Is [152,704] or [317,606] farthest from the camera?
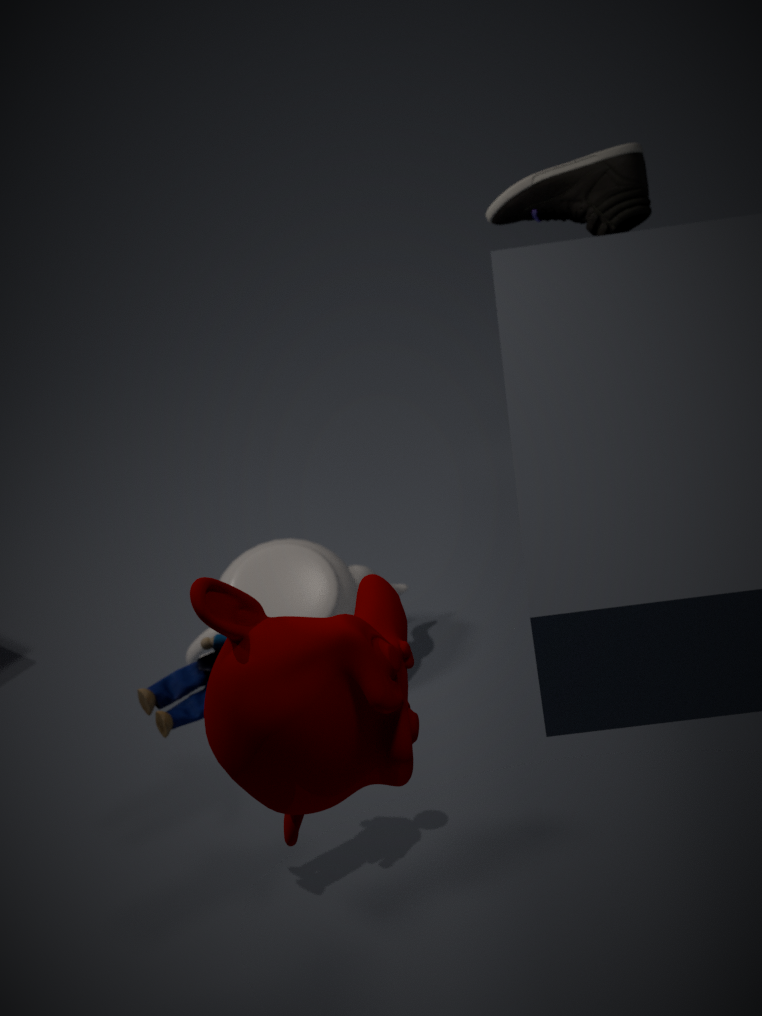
[317,606]
